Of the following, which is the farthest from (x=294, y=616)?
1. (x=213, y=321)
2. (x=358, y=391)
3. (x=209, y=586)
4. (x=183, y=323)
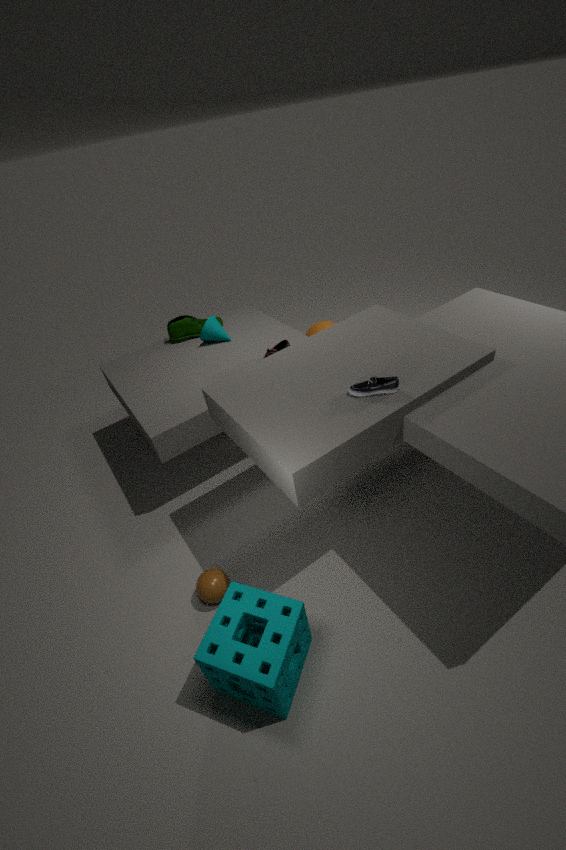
(x=183, y=323)
